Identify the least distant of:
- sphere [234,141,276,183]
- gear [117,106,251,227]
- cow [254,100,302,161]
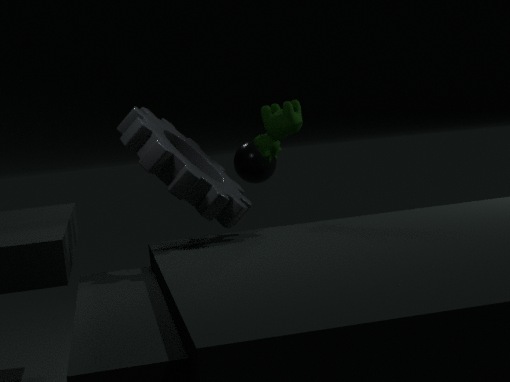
gear [117,106,251,227]
